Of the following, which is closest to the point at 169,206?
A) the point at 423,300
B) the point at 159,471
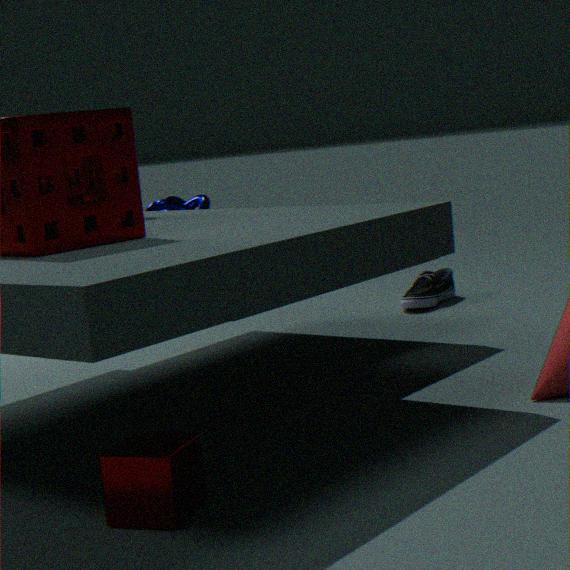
the point at 423,300
